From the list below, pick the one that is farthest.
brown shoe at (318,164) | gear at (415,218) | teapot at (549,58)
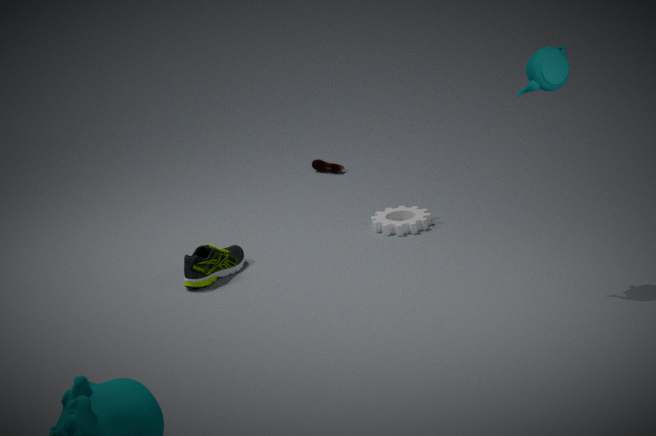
brown shoe at (318,164)
